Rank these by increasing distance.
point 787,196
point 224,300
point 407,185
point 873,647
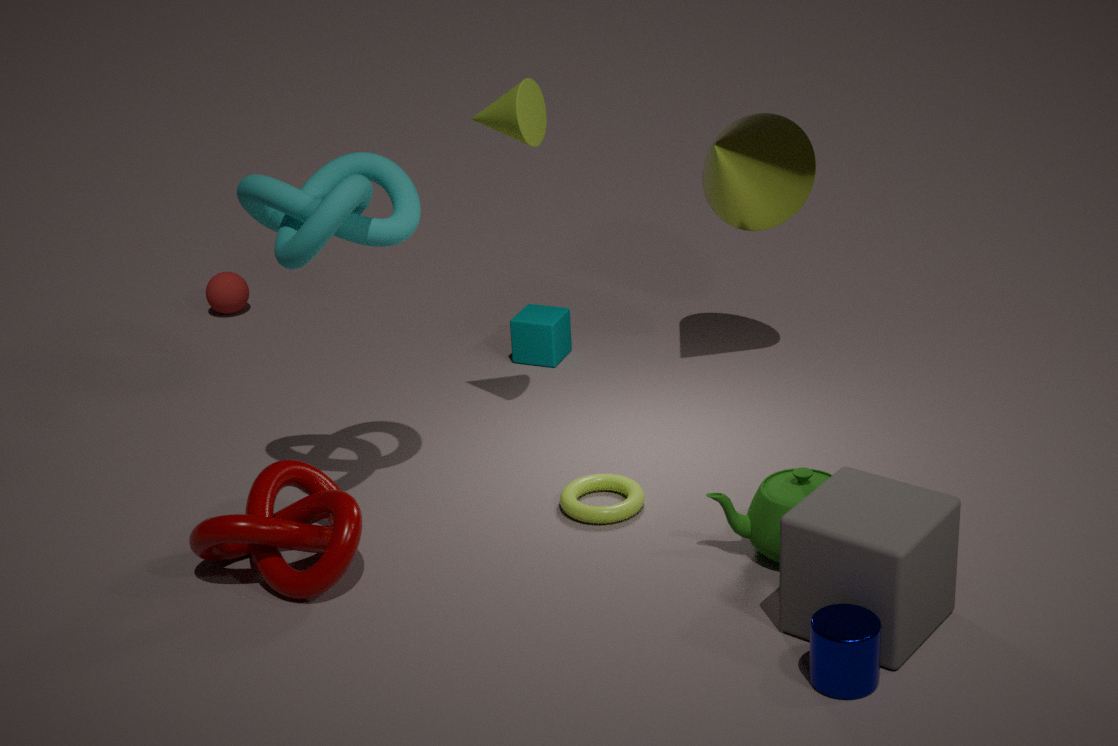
point 873,647 < point 407,185 < point 787,196 < point 224,300
